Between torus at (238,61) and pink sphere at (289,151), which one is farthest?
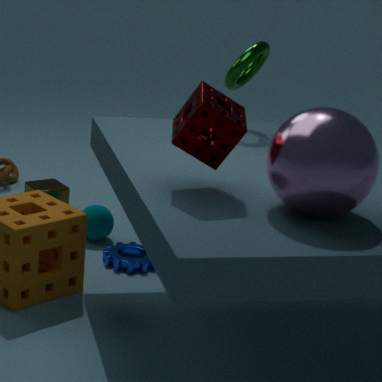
torus at (238,61)
